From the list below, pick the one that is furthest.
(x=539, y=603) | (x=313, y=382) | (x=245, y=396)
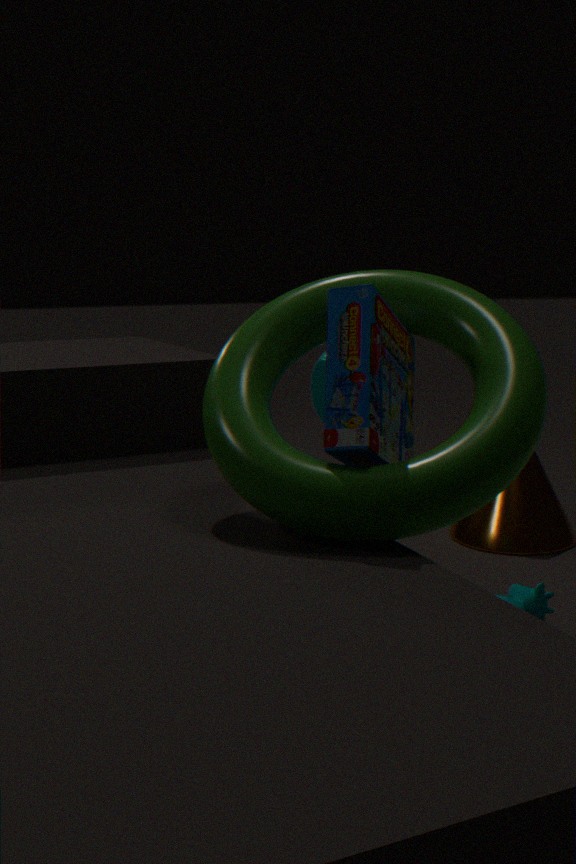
(x=539, y=603)
